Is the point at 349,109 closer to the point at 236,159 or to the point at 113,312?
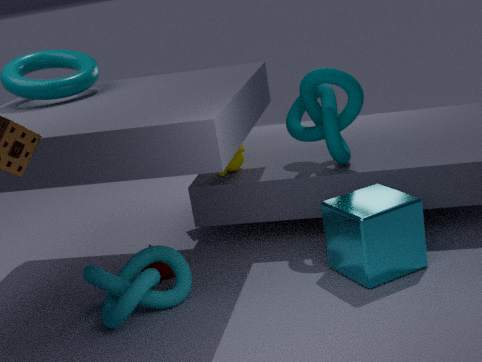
the point at 236,159
